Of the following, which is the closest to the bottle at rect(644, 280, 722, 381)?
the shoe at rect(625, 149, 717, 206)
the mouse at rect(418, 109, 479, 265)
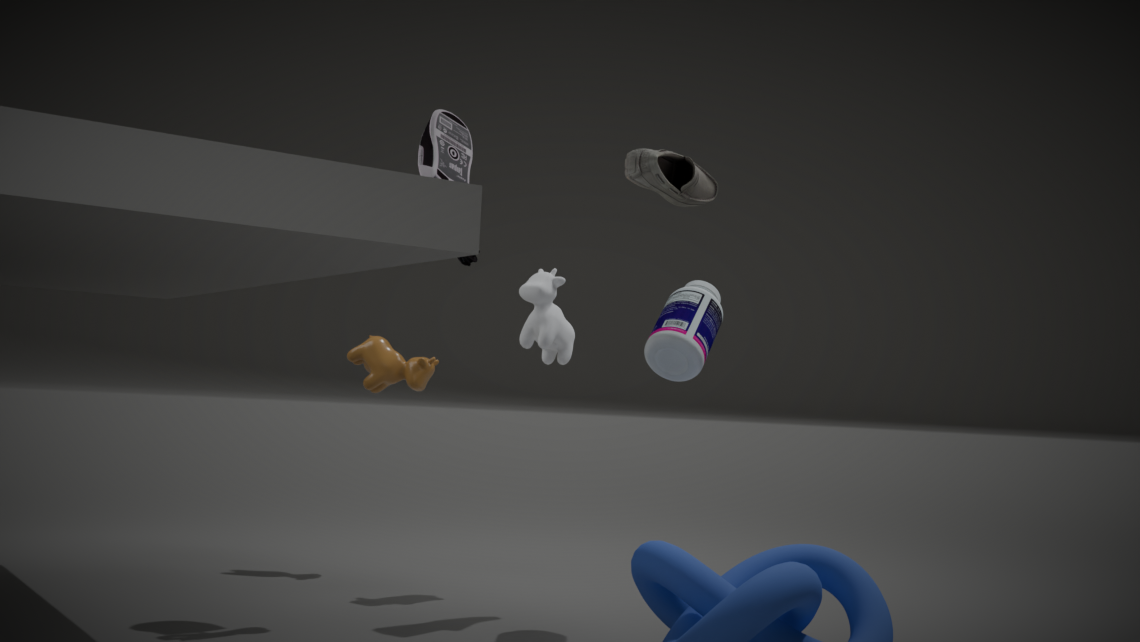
the shoe at rect(625, 149, 717, 206)
